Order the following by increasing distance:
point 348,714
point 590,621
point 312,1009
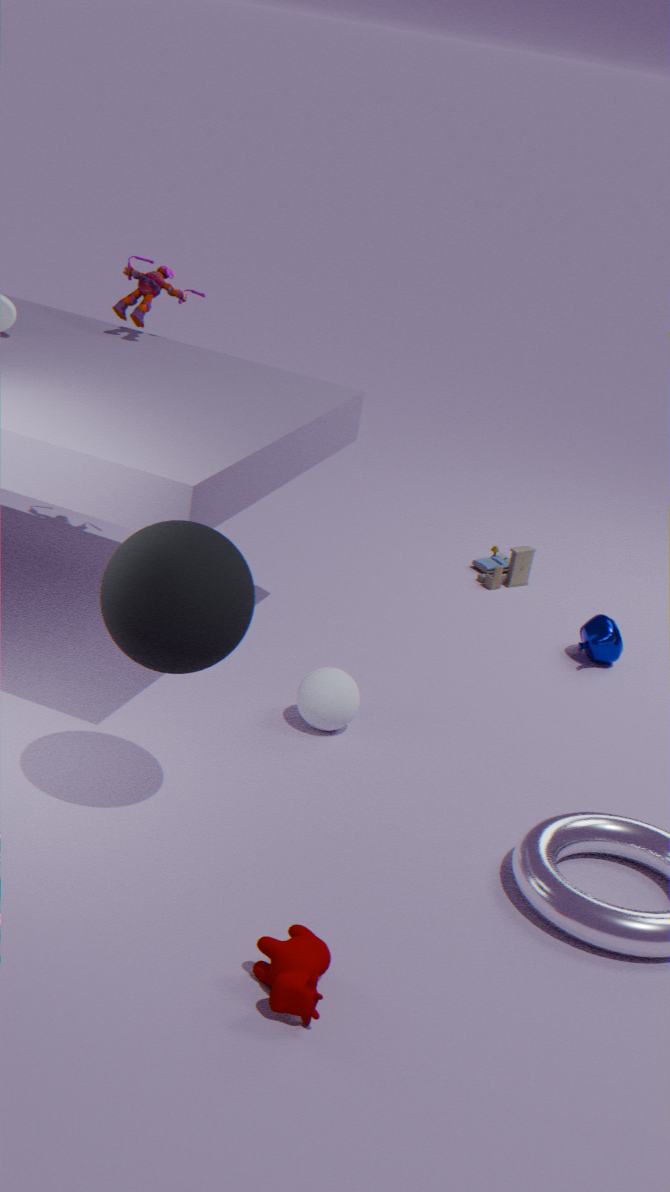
point 312,1009, point 348,714, point 590,621
